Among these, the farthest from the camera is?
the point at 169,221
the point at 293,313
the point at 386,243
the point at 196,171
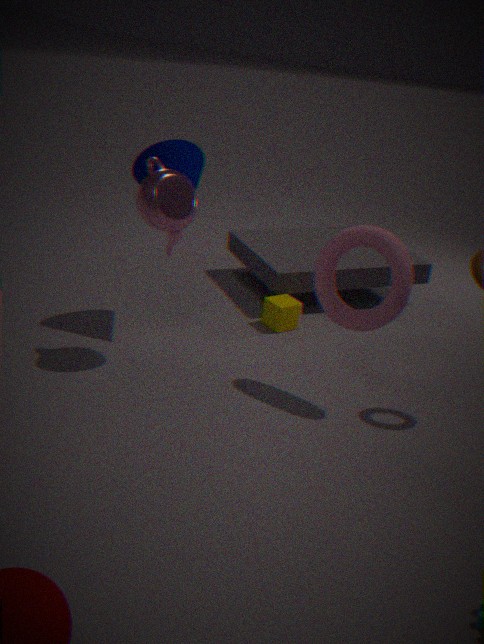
the point at 293,313
